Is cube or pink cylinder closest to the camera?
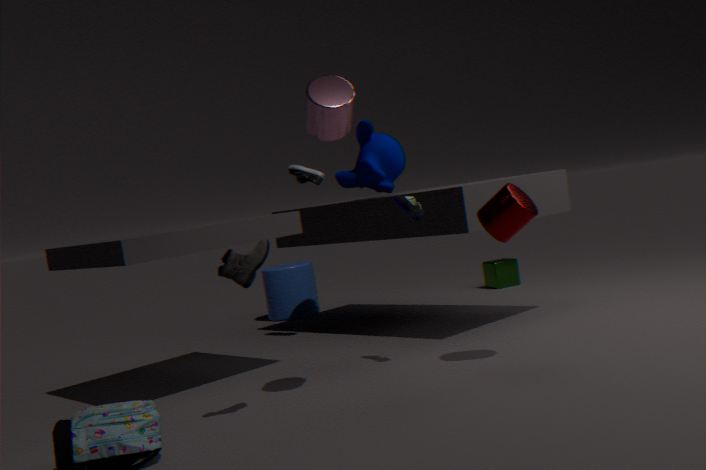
pink cylinder
